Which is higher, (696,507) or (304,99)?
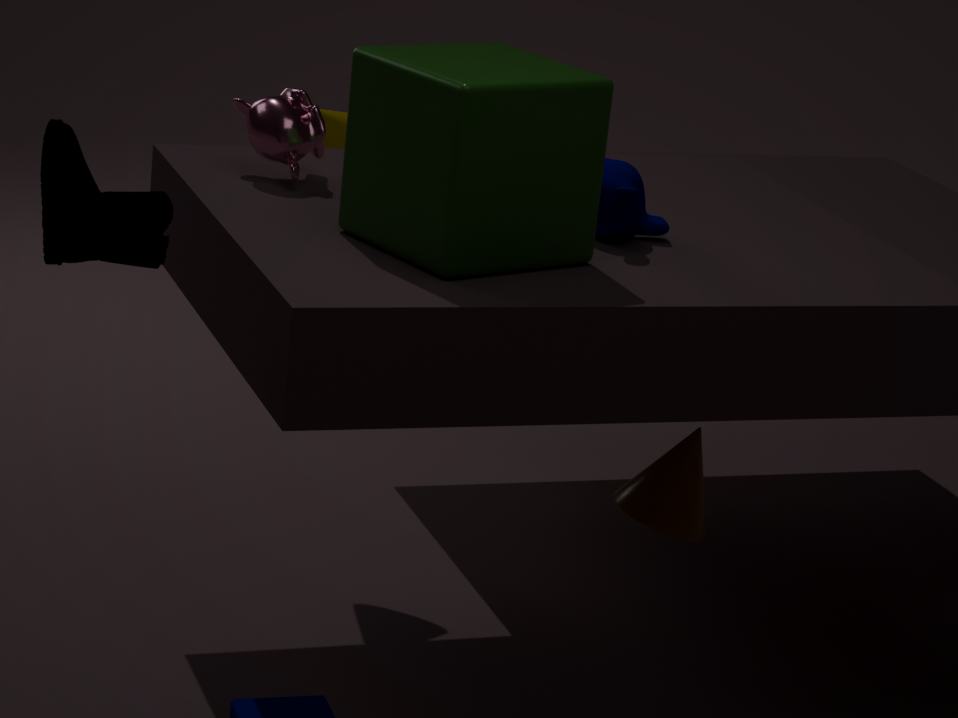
(304,99)
